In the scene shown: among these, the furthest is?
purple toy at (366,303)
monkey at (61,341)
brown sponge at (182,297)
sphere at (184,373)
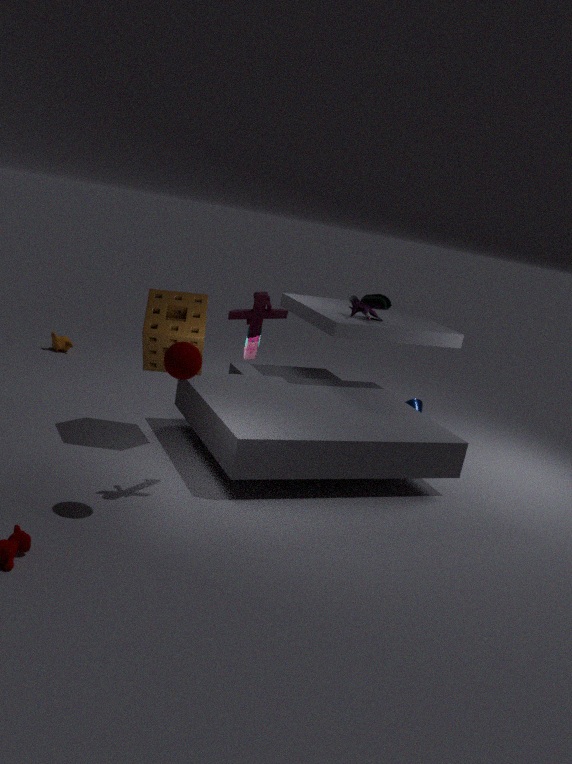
monkey at (61,341)
